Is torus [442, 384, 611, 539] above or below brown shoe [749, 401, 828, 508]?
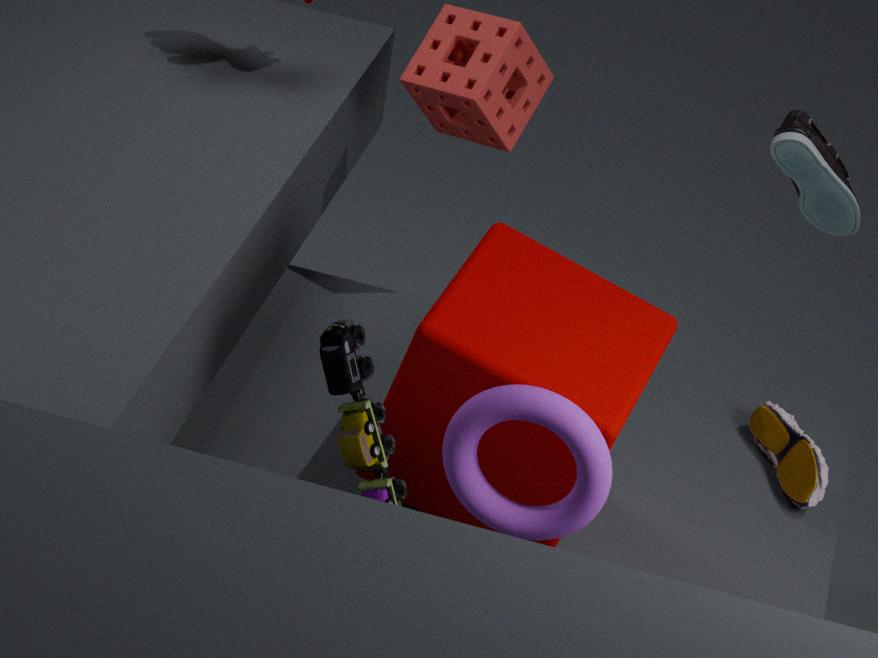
above
